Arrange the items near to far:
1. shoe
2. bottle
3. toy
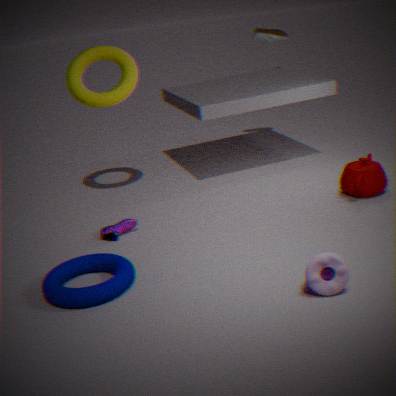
toy
shoe
bottle
